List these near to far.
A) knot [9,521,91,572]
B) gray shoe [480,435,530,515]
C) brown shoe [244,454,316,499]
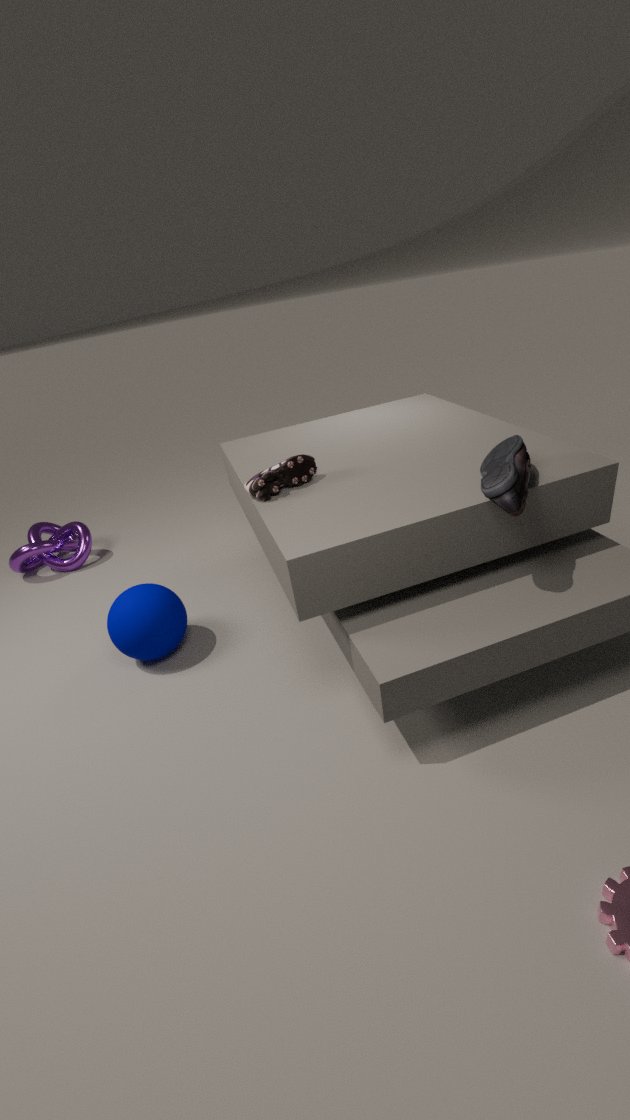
gray shoe [480,435,530,515] < brown shoe [244,454,316,499] < knot [9,521,91,572]
